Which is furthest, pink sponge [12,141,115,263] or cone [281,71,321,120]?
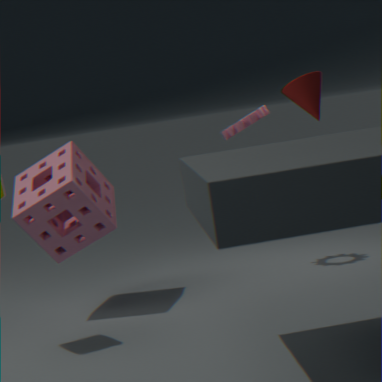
cone [281,71,321,120]
